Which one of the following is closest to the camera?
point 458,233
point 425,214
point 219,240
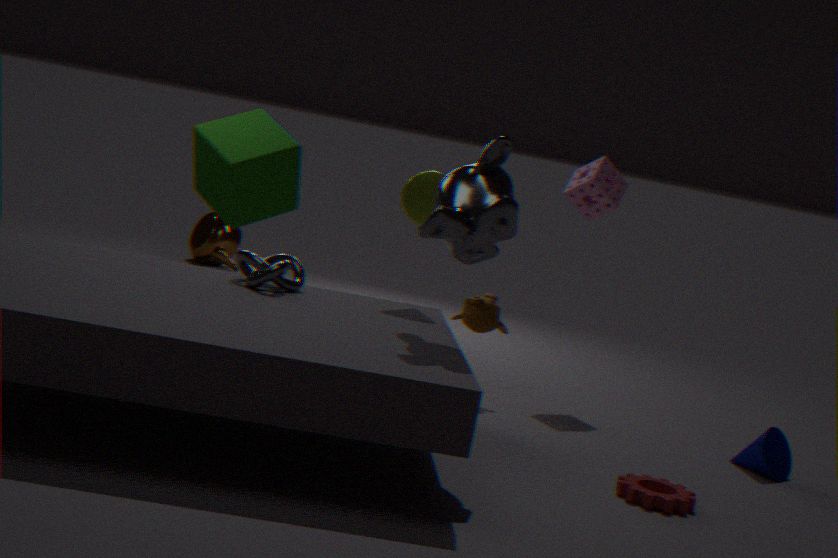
point 458,233
